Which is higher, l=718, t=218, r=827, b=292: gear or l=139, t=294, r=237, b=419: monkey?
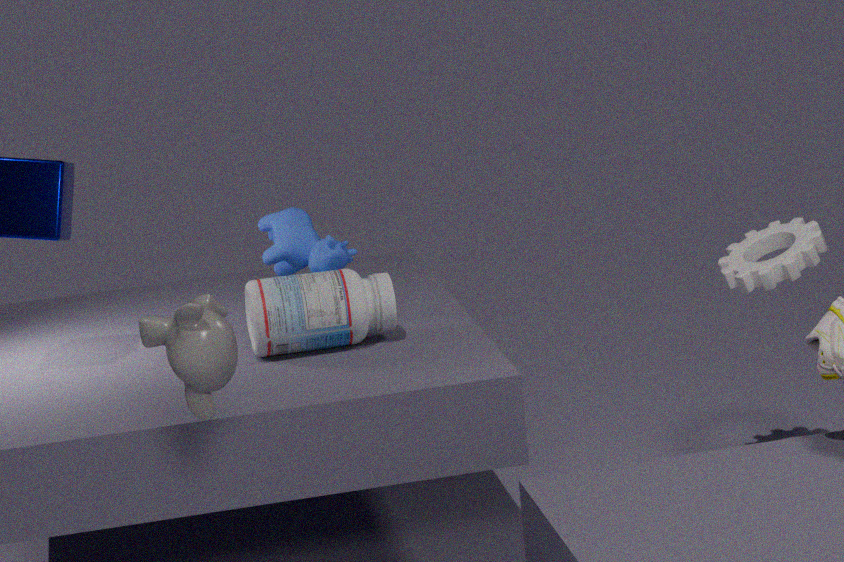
l=139, t=294, r=237, b=419: monkey
